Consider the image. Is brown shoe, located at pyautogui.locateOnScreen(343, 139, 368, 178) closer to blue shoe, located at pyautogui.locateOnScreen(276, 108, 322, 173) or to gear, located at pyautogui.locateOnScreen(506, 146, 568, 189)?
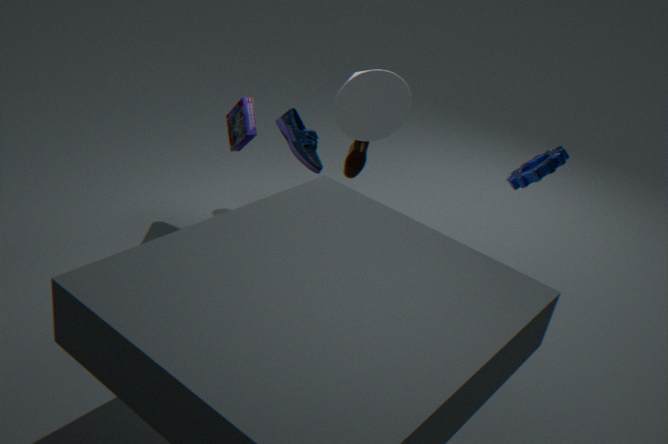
blue shoe, located at pyautogui.locateOnScreen(276, 108, 322, 173)
